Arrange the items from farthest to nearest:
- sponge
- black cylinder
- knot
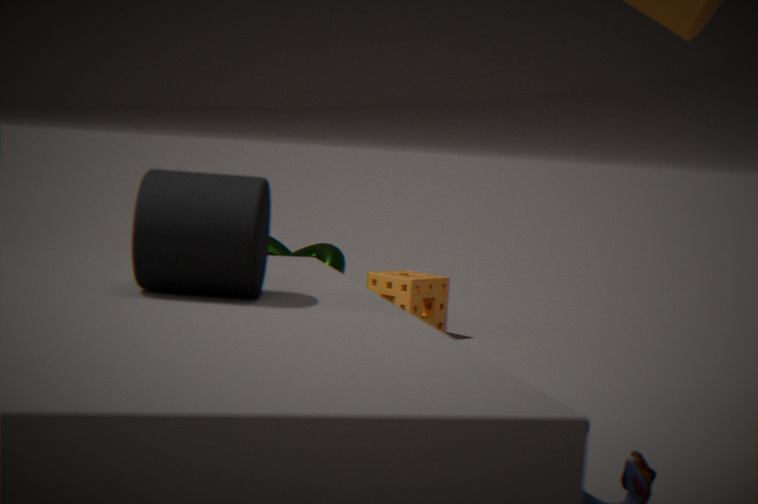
knot
sponge
black cylinder
